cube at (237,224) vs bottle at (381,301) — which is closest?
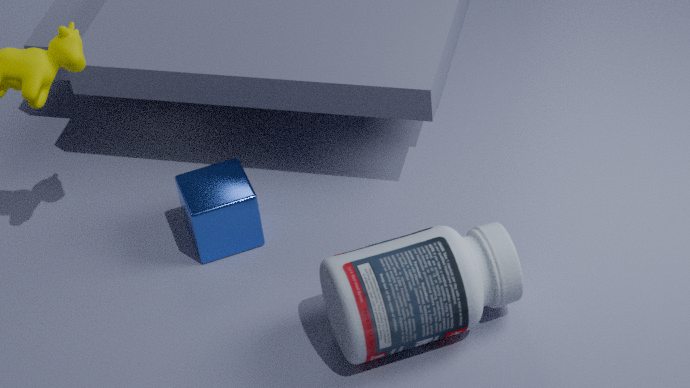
bottle at (381,301)
